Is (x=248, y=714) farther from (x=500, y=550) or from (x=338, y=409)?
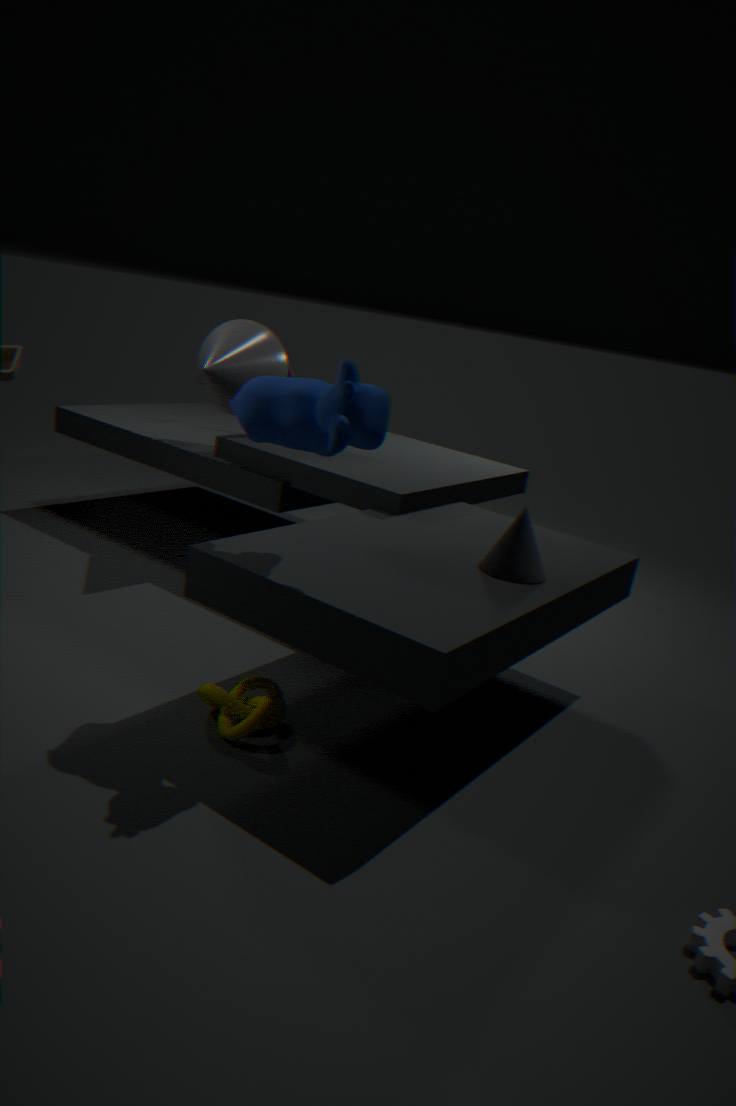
(x=500, y=550)
